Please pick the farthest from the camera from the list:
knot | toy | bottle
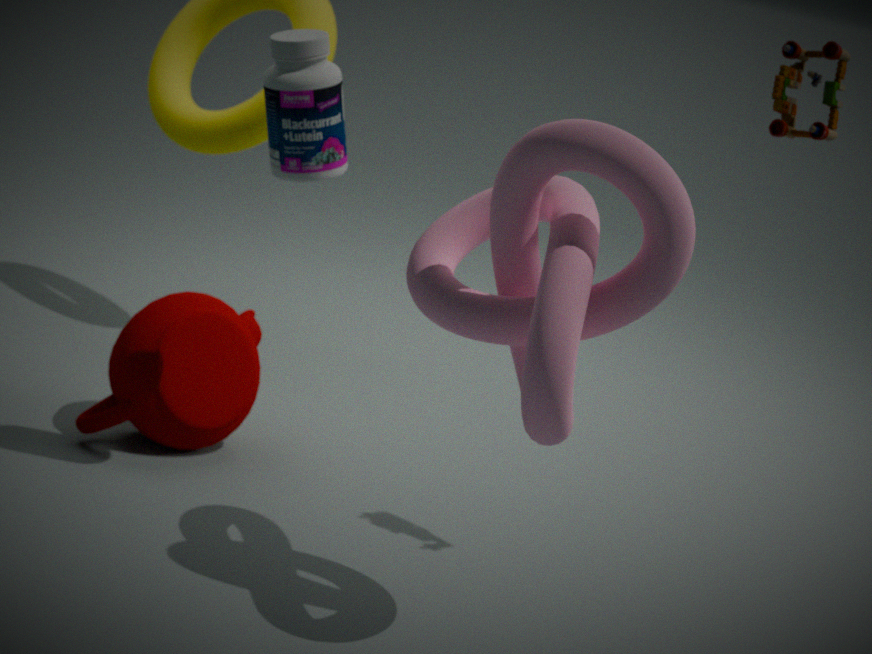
bottle
